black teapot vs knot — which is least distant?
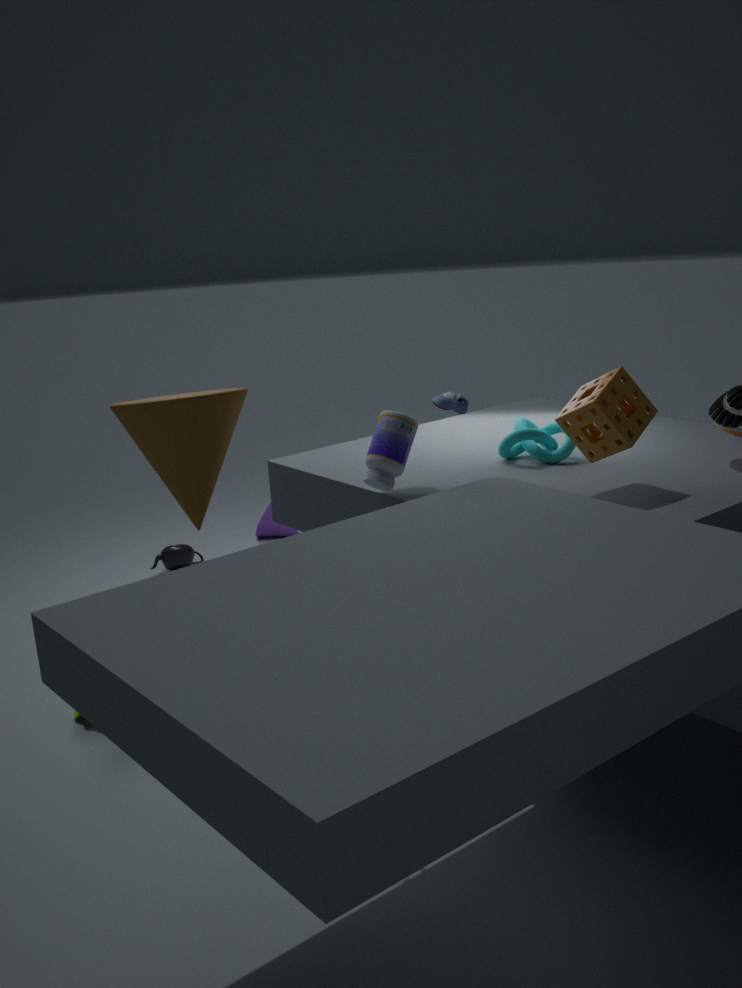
knot
